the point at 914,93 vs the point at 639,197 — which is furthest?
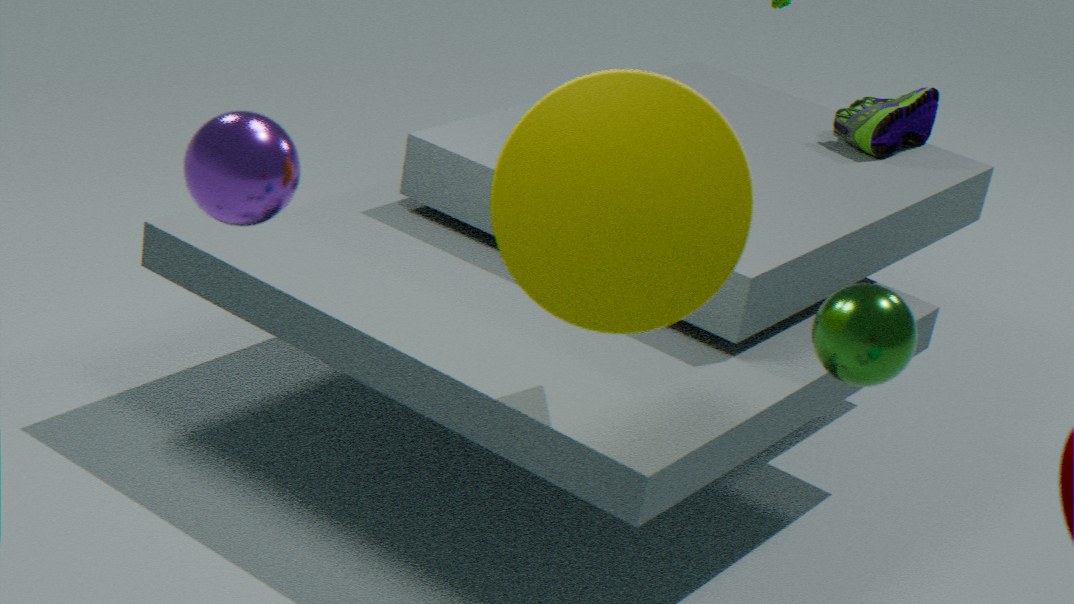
the point at 914,93
